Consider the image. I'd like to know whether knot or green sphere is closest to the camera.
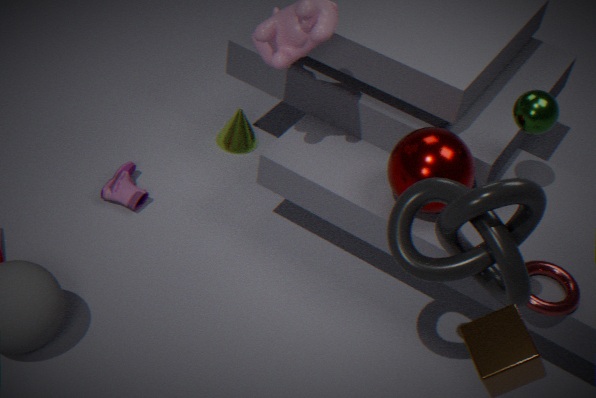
knot
